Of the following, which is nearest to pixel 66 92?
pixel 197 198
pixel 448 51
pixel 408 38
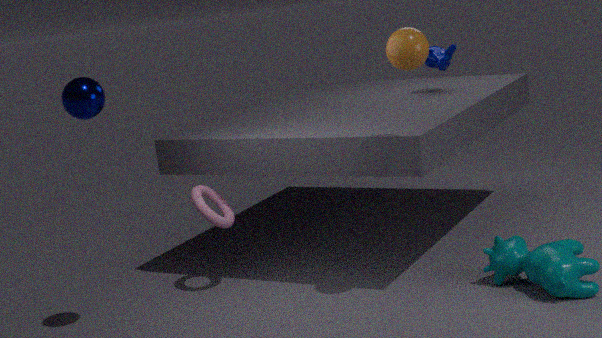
pixel 197 198
